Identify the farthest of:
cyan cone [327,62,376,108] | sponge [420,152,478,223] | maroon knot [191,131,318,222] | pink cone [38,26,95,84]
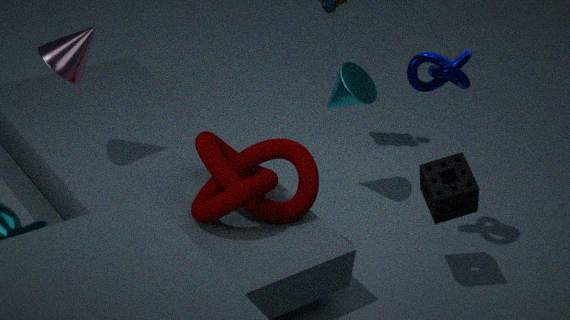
cyan cone [327,62,376,108]
